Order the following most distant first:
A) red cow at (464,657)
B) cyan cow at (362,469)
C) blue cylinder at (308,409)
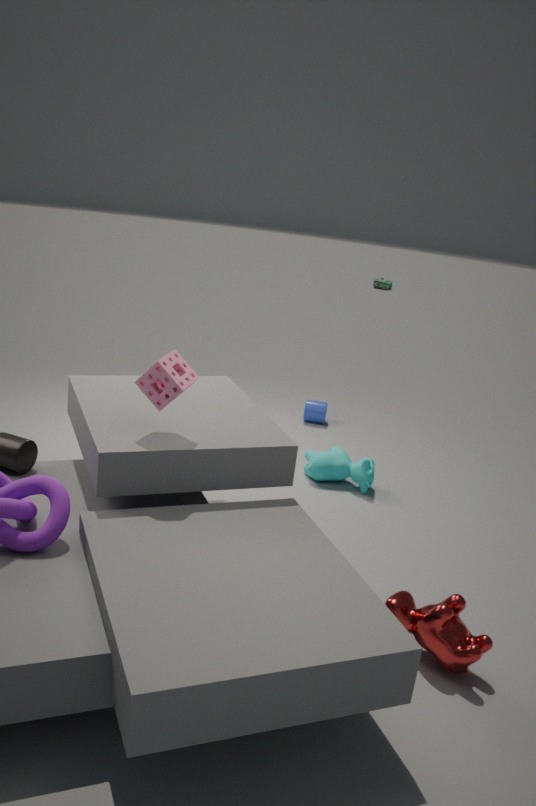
blue cylinder at (308,409) → cyan cow at (362,469) → red cow at (464,657)
